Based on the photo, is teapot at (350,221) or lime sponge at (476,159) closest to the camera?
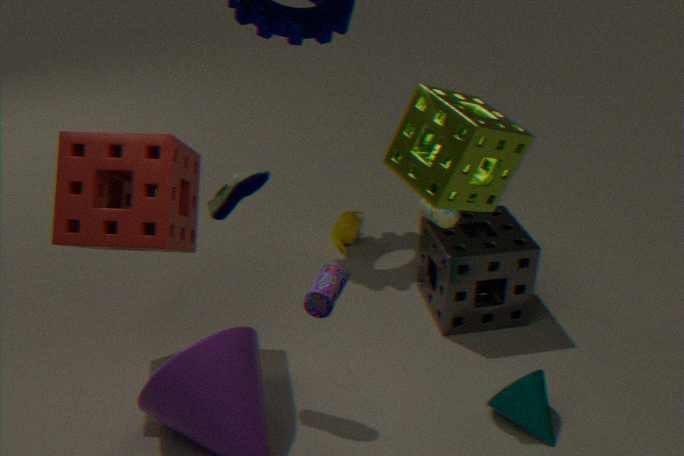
lime sponge at (476,159)
